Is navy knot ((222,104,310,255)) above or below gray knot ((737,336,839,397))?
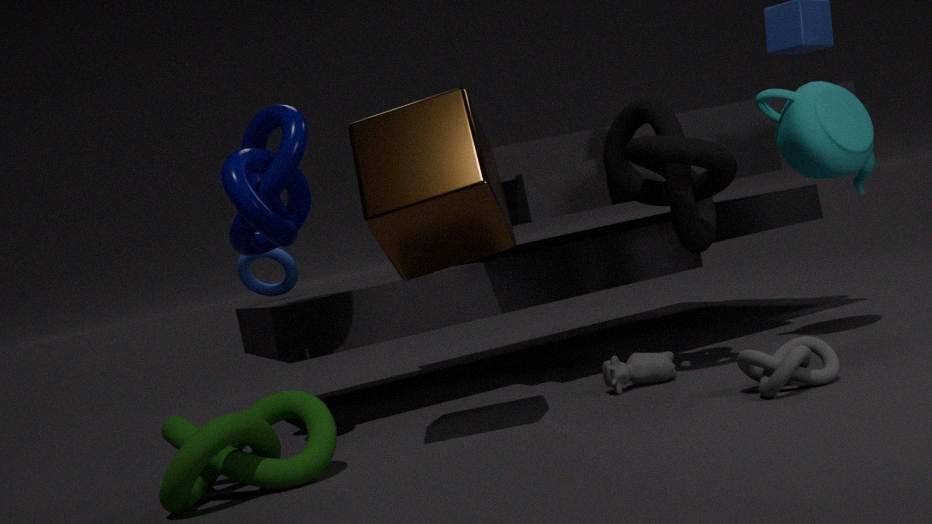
above
